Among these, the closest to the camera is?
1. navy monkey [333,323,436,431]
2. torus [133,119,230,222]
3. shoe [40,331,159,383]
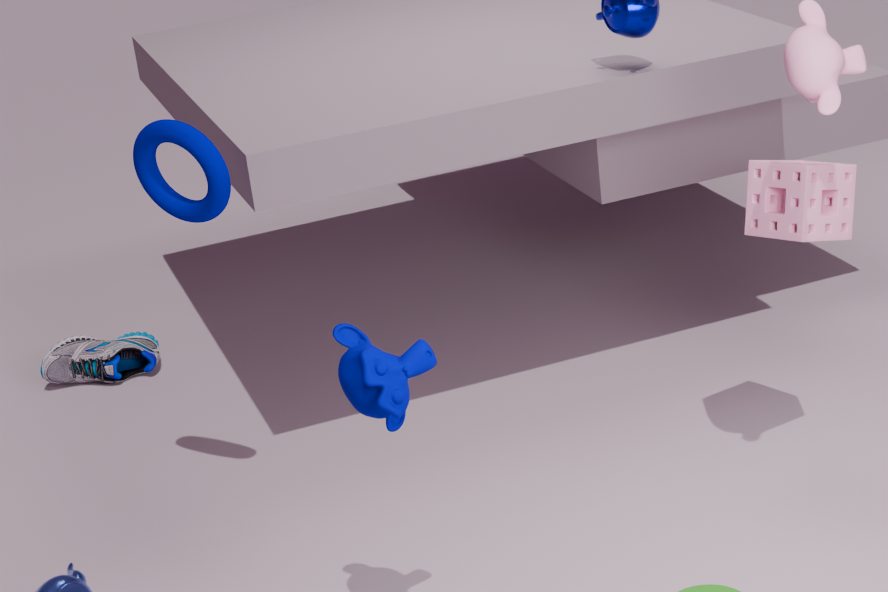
navy monkey [333,323,436,431]
